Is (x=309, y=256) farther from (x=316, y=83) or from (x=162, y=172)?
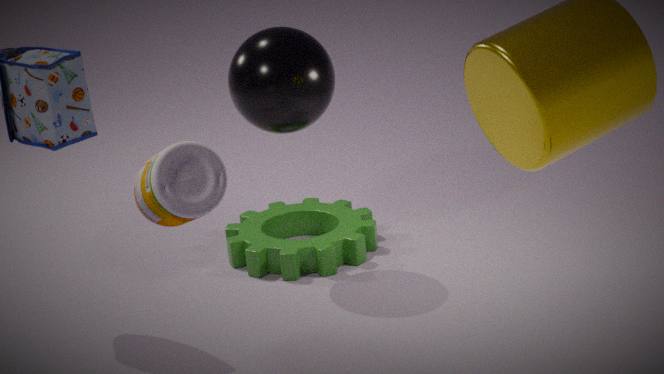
(x=162, y=172)
